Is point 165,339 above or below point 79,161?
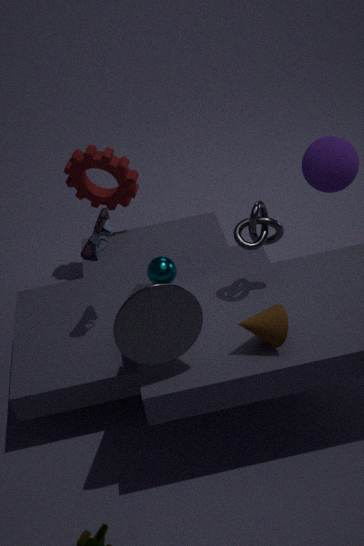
above
